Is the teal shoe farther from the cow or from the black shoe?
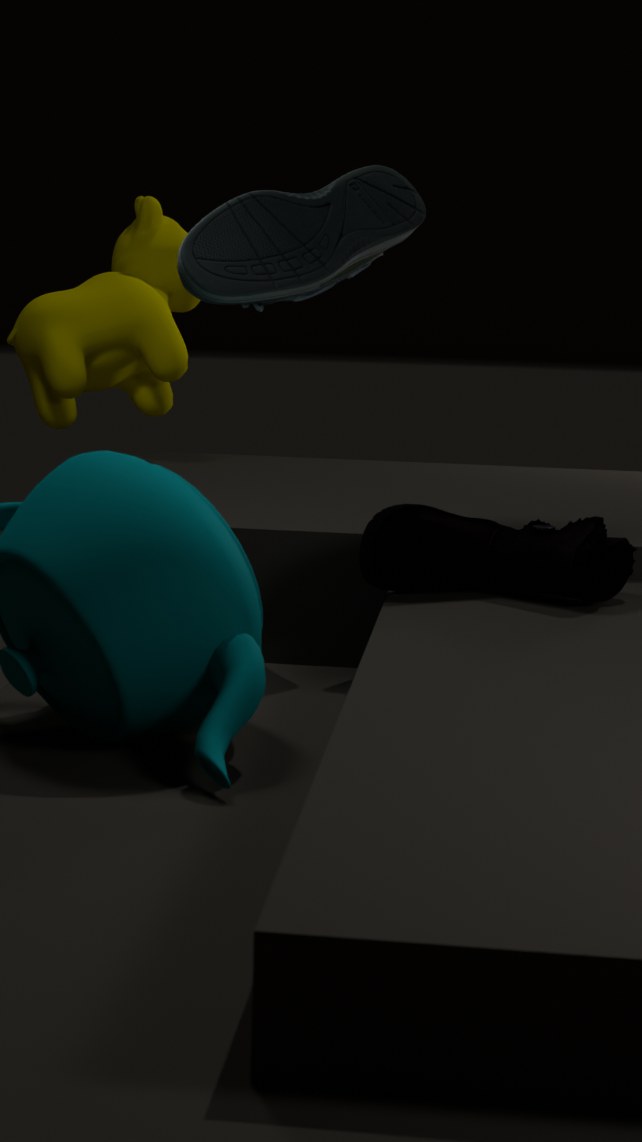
the cow
